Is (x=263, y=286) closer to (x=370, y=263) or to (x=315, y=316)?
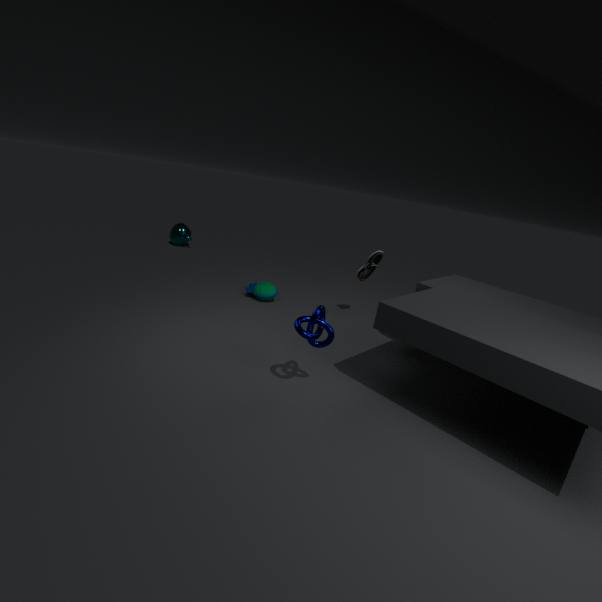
(x=370, y=263)
